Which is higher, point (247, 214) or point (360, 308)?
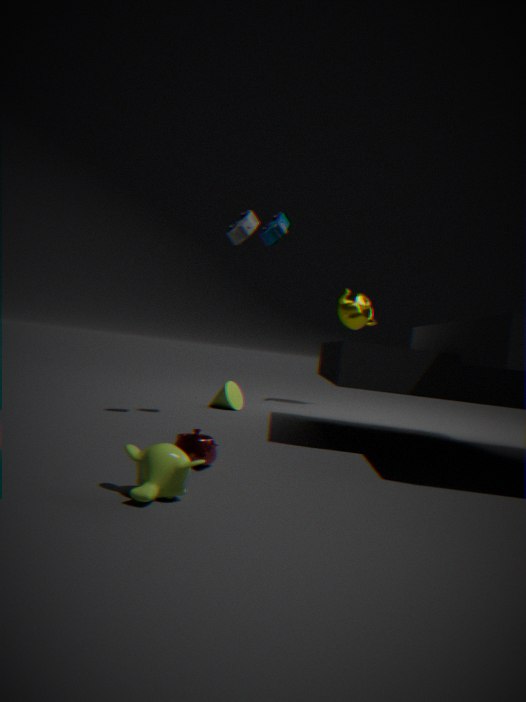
point (247, 214)
